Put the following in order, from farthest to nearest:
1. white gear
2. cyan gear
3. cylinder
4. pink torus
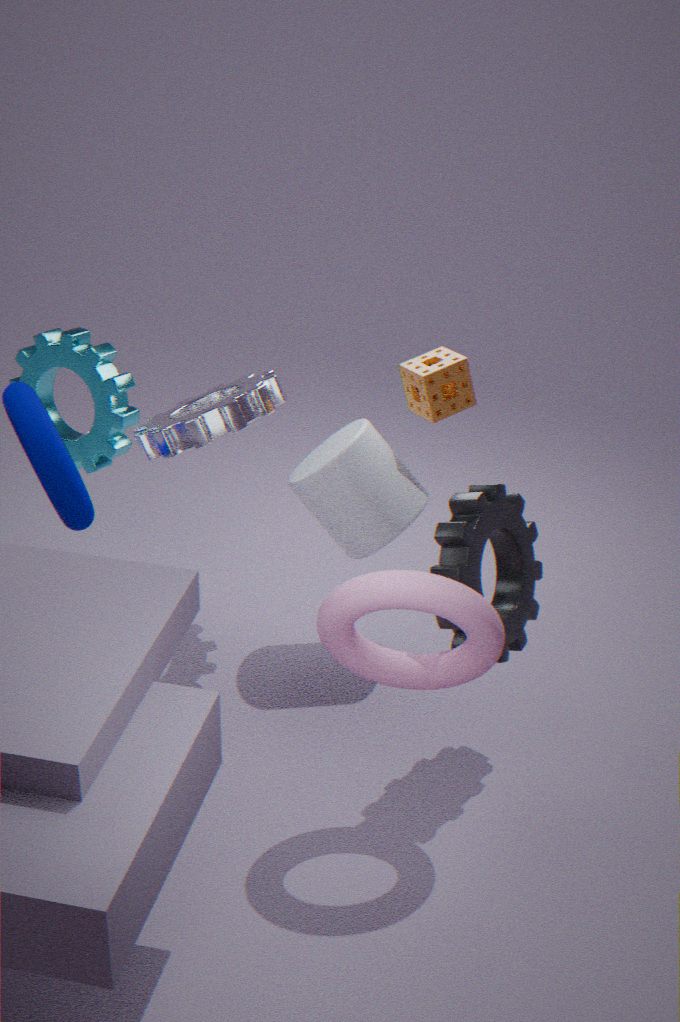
cyan gear < cylinder < white gear < pink torus
